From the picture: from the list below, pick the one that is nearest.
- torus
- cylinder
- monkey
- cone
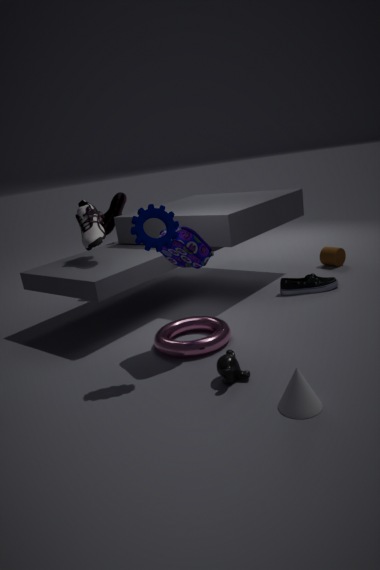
cone
